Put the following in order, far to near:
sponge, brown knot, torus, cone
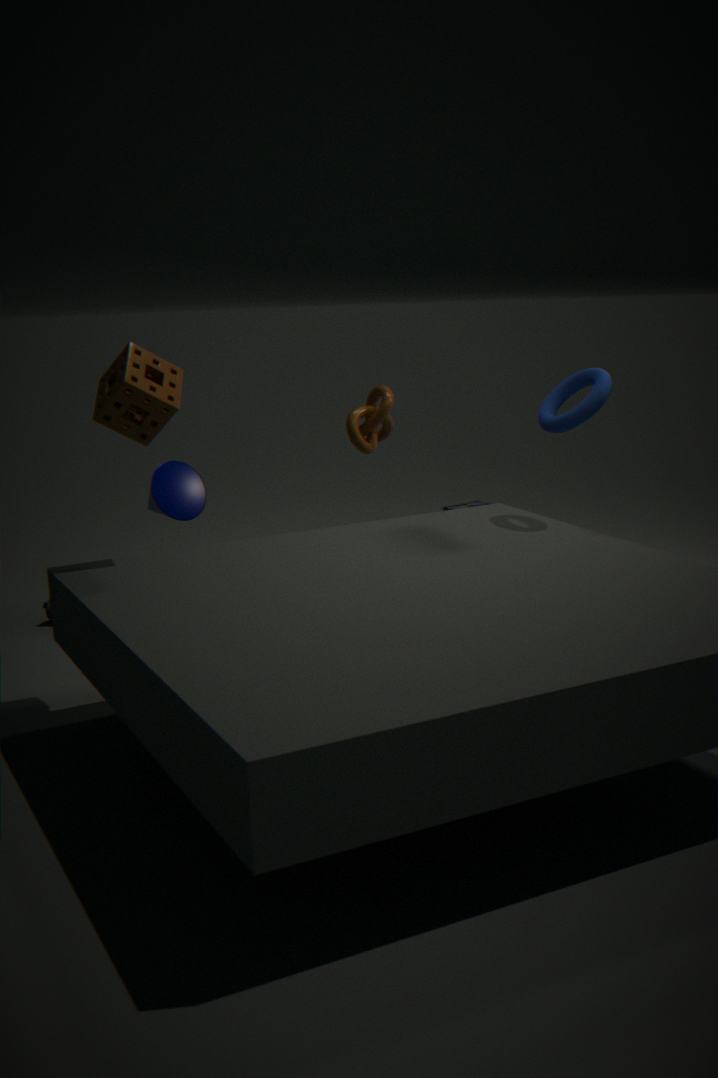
1. brown knot
2. cone
3. torus
4. sponge
